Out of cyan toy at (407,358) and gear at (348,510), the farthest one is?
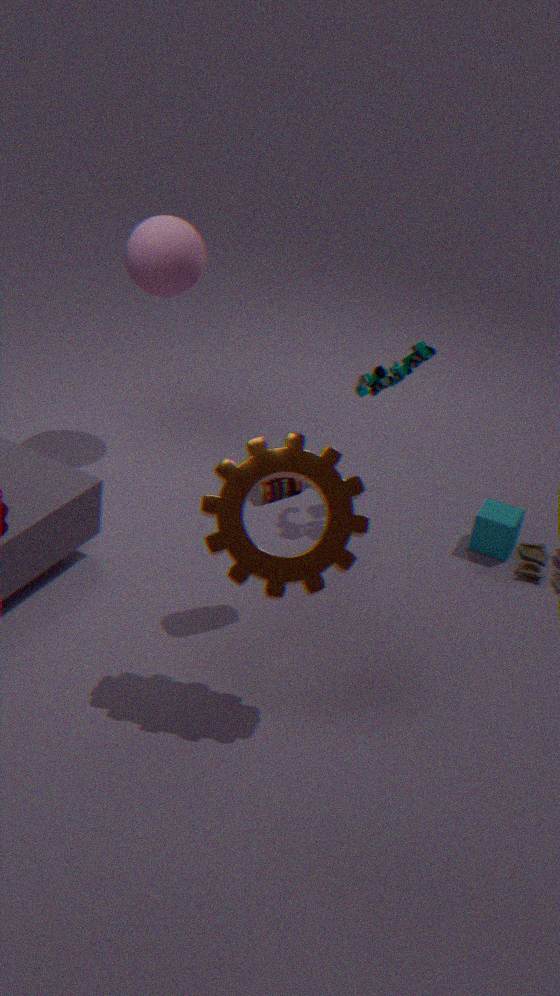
cyan toy at (407,358)
